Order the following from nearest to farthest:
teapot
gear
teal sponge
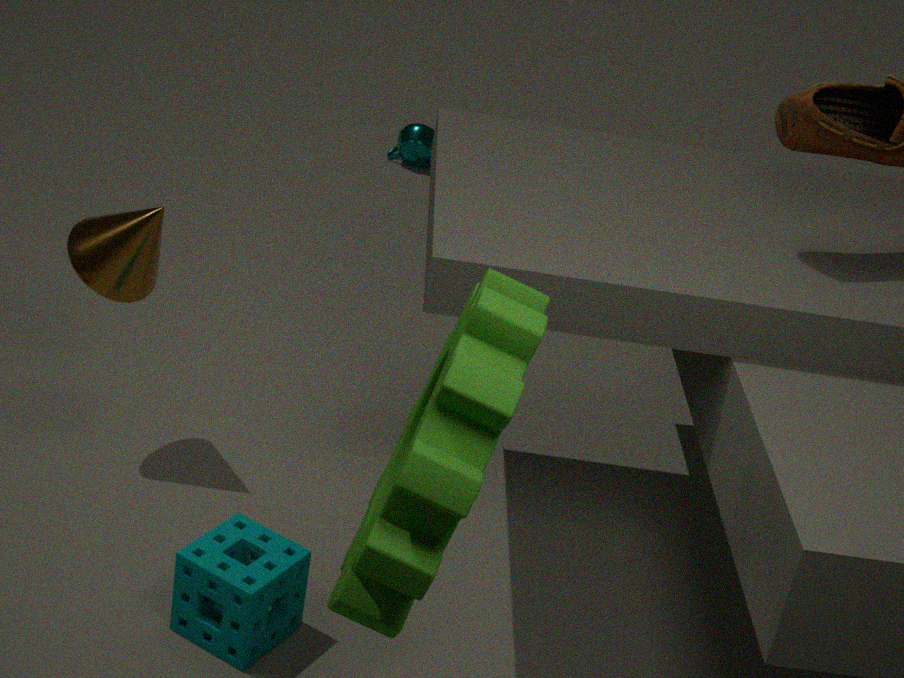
gear < teal sponge < teapot
